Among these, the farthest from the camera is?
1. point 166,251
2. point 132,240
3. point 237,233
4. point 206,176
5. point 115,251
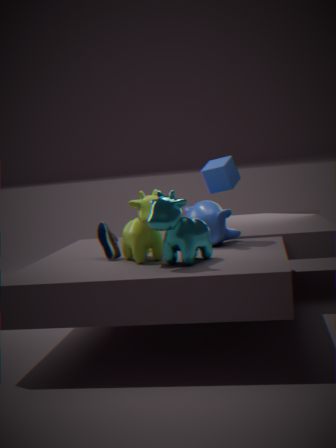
point 237,233
